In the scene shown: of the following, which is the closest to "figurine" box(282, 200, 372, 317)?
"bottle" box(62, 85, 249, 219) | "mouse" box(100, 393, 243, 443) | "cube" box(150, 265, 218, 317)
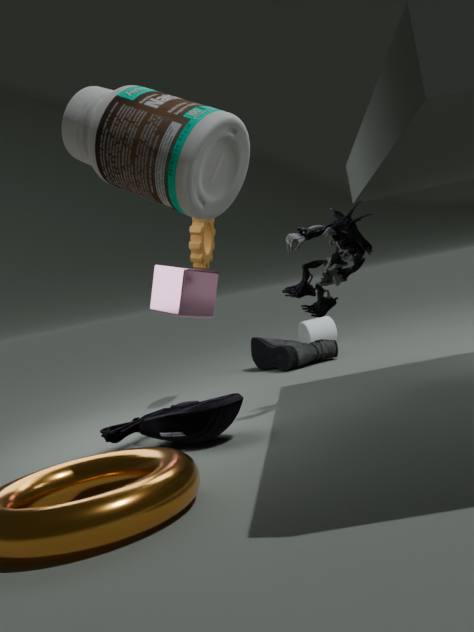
"cube" box(150, 265, 218, 317)
